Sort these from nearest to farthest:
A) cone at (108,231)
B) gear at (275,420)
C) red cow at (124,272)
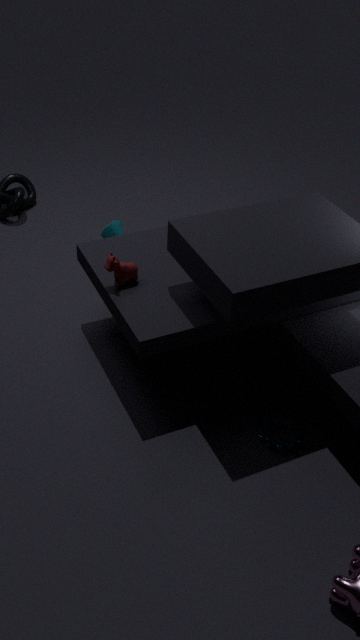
1. gear at (275,420)
2. red cow at (124,272)
3. cone at (108,231)
